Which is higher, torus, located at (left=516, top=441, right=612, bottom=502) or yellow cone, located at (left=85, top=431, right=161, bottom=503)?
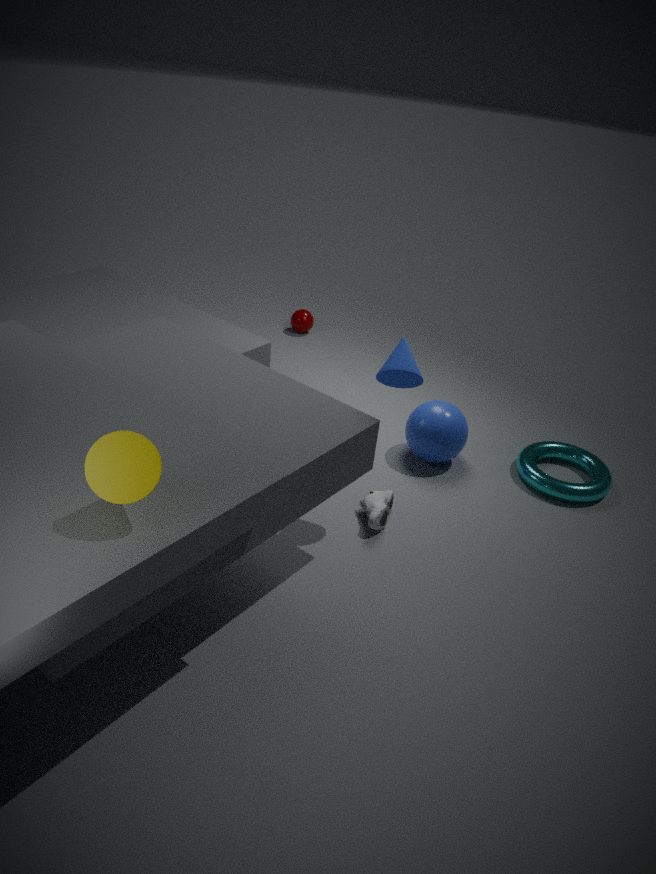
yellow cone, located at (left=85, top=431, right=161, bottom=503)
